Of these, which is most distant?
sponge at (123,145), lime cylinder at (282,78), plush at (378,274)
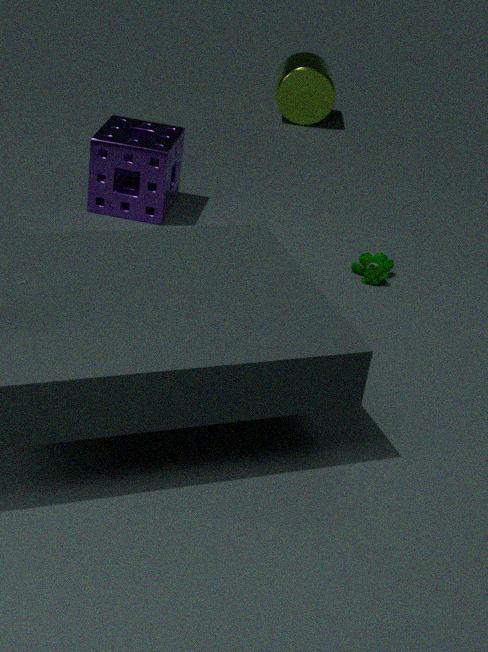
lime cylinder at (282,78)
